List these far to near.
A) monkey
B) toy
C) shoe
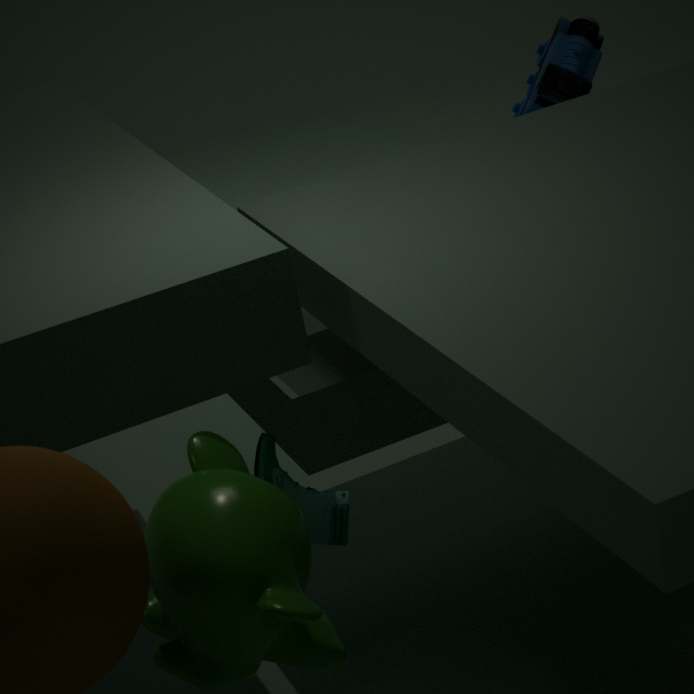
toy
shoe
monkey
